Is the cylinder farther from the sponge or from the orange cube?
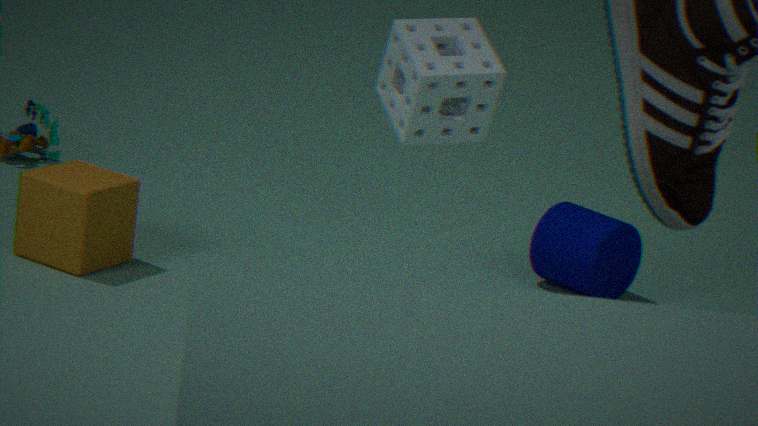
the orange cube
